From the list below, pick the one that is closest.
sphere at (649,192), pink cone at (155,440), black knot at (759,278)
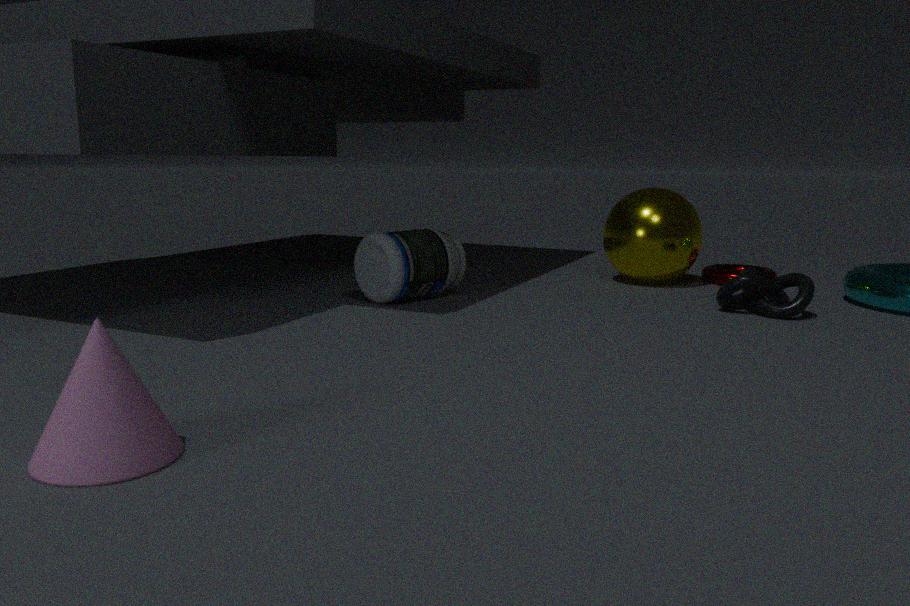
pink cone at (155,440)
